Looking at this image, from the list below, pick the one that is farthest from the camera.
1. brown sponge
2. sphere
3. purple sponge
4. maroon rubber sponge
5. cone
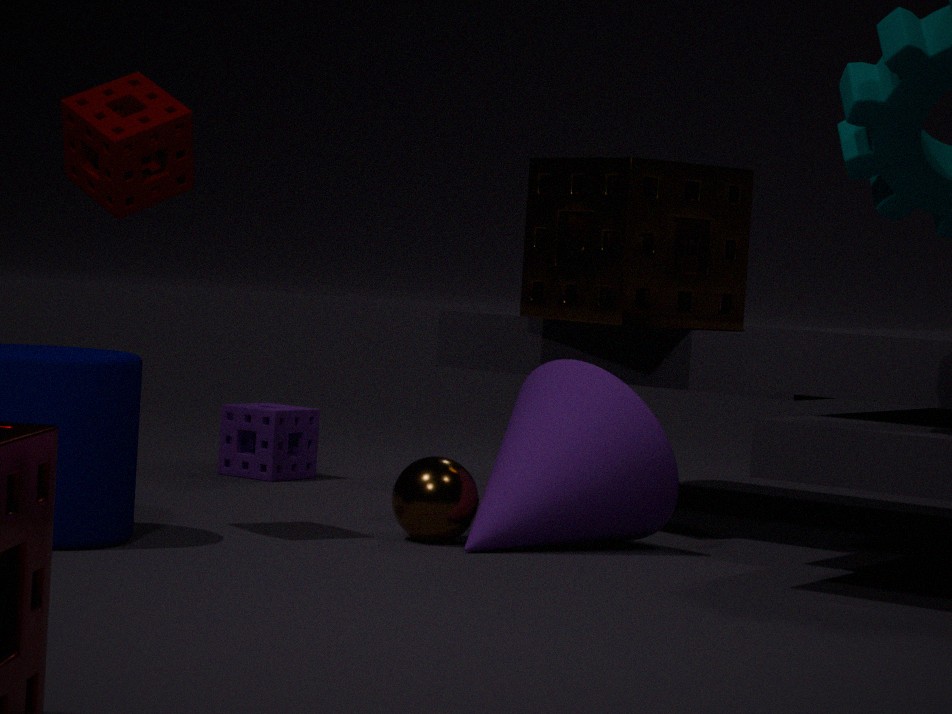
purple sponge
